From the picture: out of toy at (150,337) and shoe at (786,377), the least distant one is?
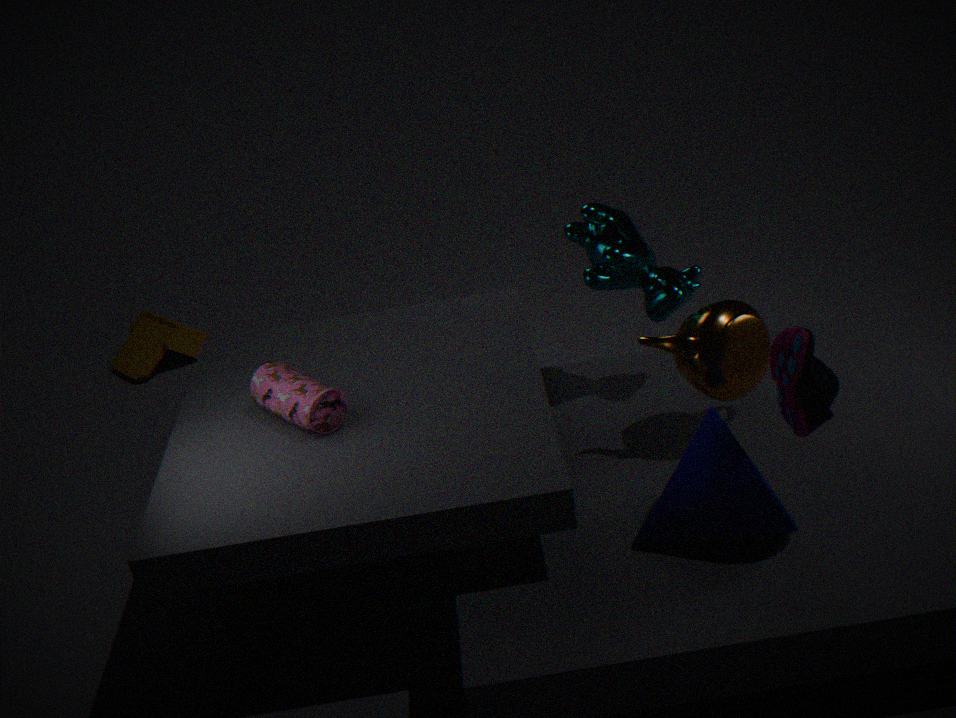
shoe at (786,377)
